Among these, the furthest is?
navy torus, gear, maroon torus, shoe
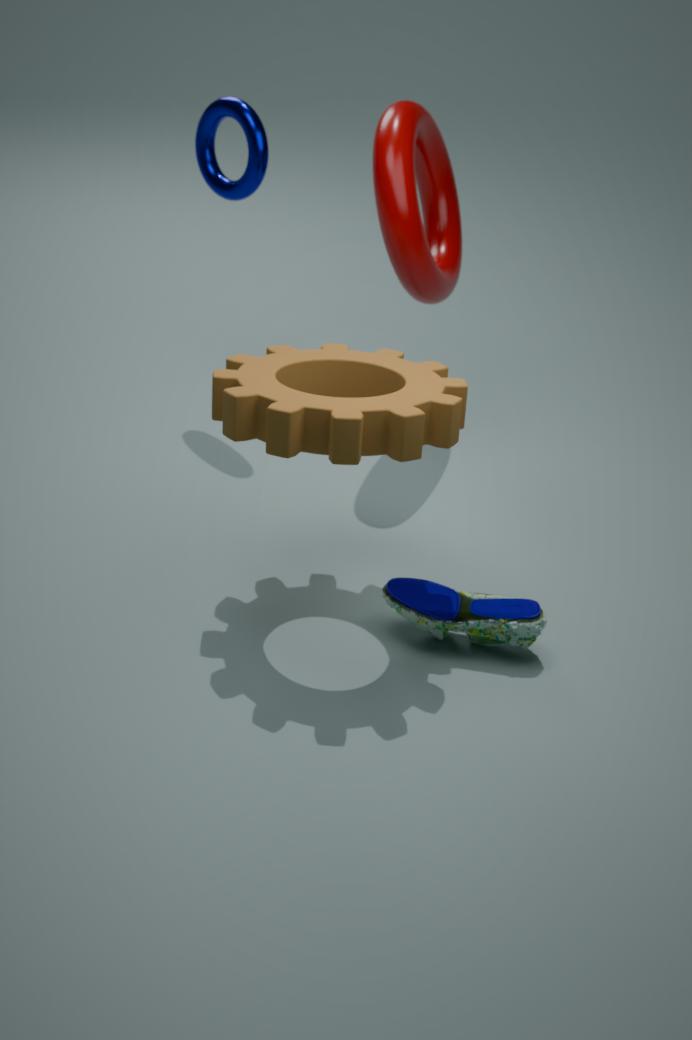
A: navy torus
